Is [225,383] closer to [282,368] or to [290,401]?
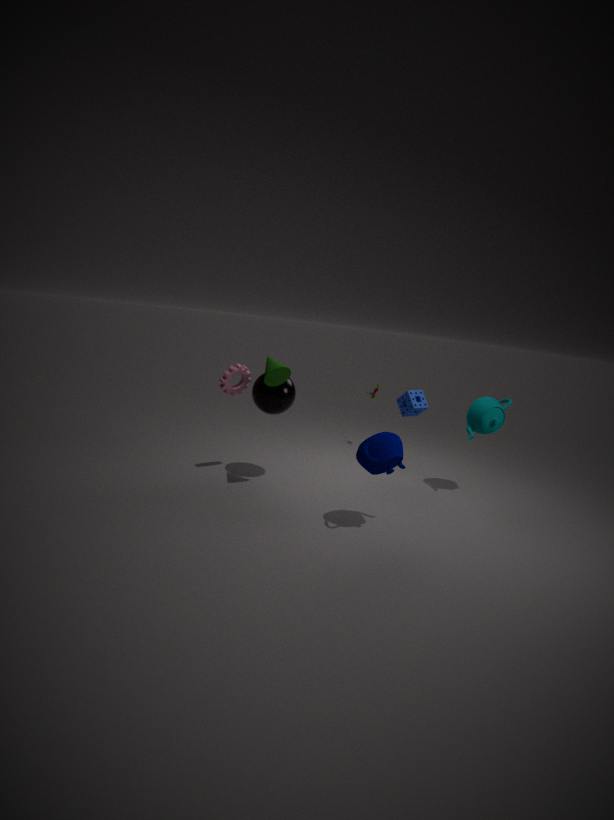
[290,401]
